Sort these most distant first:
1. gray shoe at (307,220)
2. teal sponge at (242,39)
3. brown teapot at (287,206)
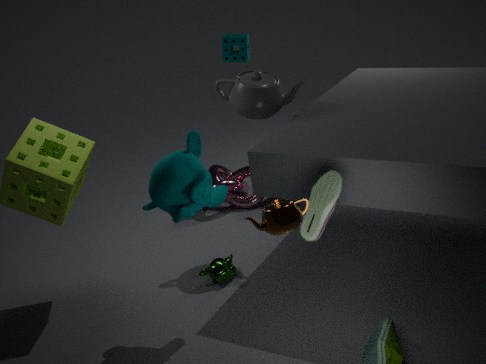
1. teal sponge at (242,39)
2. gray shoe at (307,220)
3. brown teapot at (287,206)
